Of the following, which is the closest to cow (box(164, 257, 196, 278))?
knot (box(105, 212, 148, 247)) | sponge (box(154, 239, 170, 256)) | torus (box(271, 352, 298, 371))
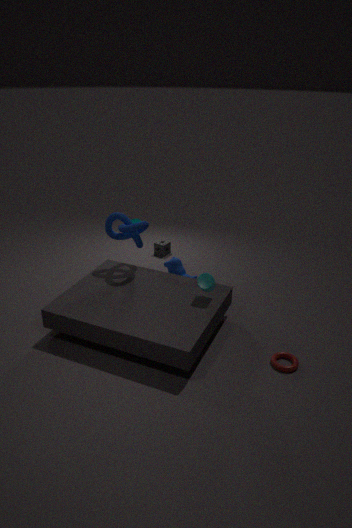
knot (box(105, 212, 148, 247))
